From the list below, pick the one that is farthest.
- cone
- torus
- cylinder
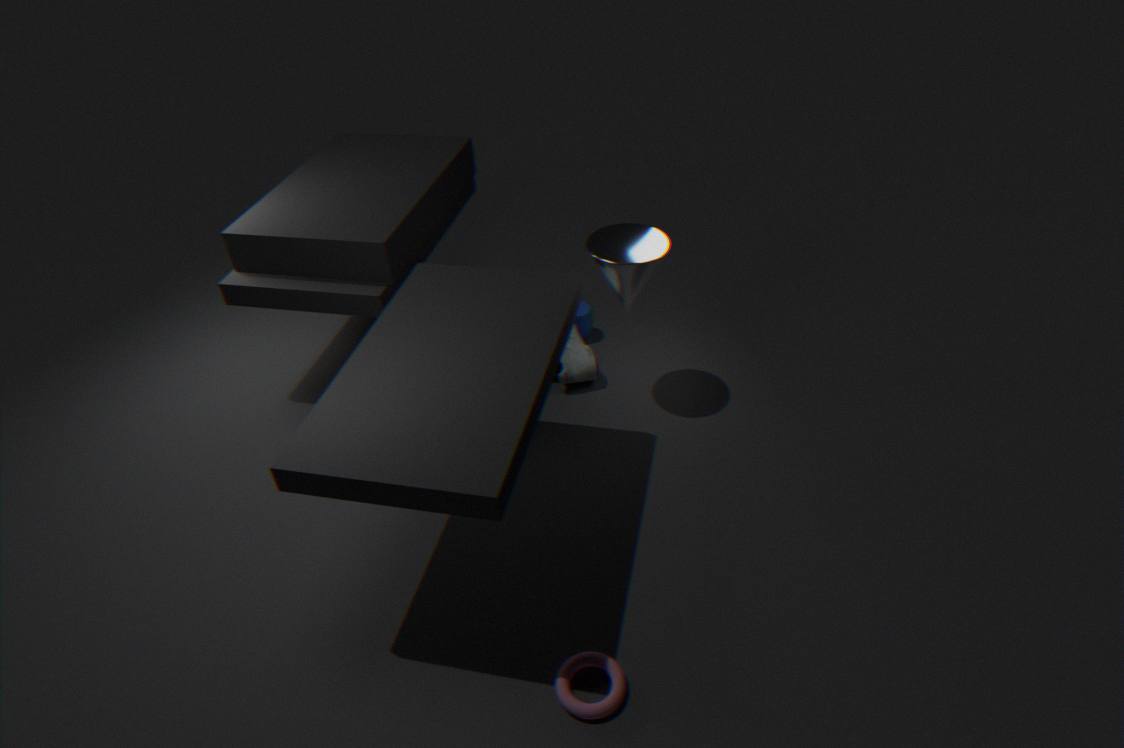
cylinder
